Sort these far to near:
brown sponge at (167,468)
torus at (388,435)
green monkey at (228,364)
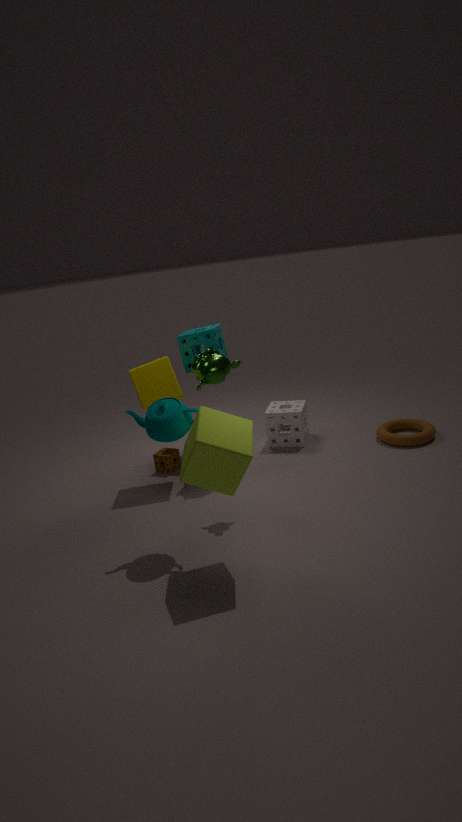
brown sponge at (167,468)
torus at (388,435)
green monkey at (228,364)
